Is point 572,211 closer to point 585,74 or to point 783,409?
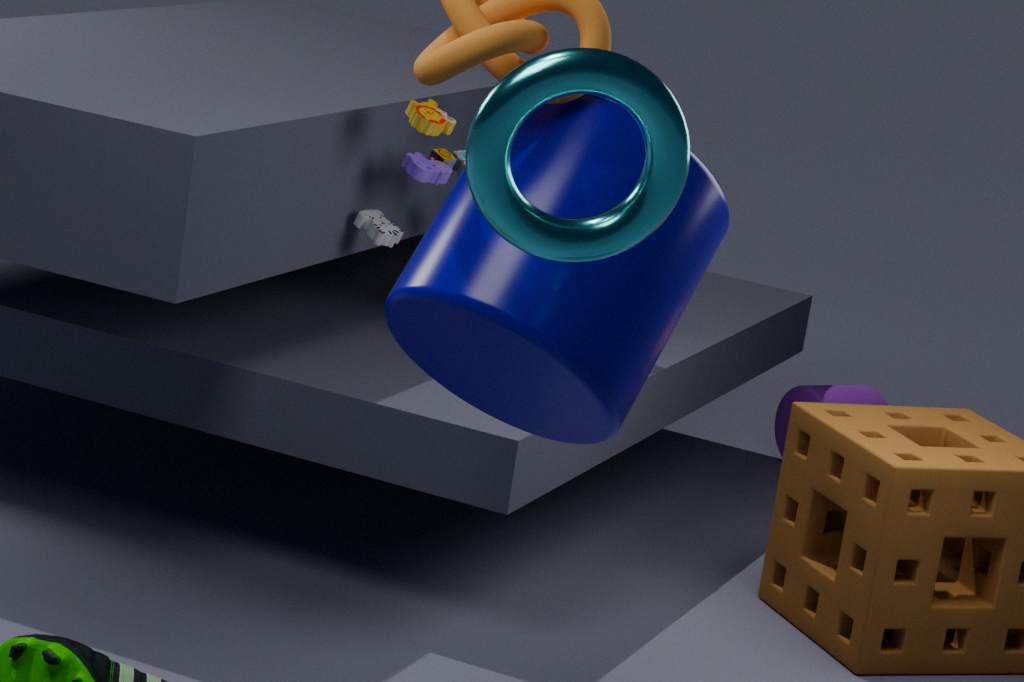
point 585,74
